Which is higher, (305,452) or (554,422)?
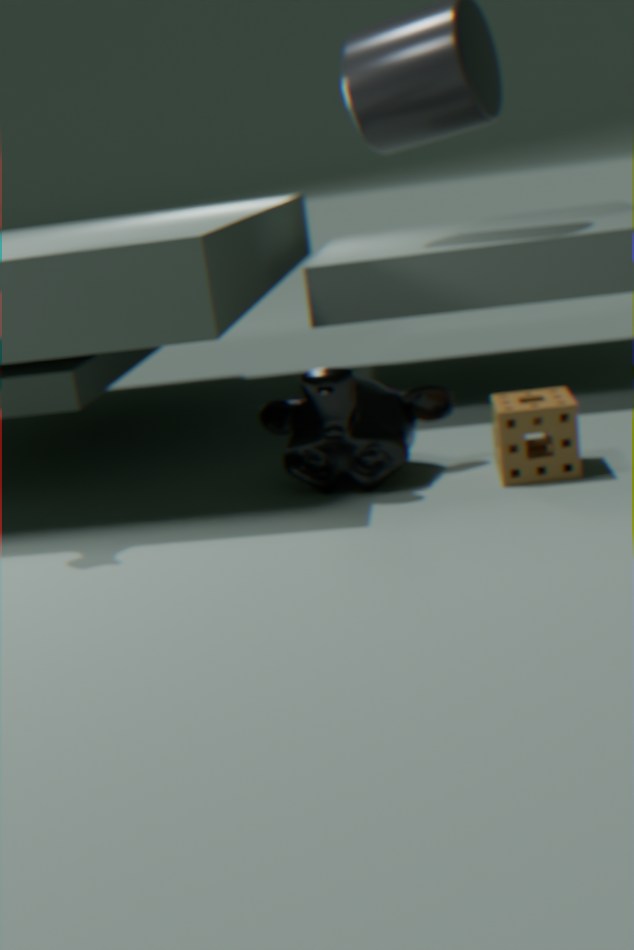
(305,452)
